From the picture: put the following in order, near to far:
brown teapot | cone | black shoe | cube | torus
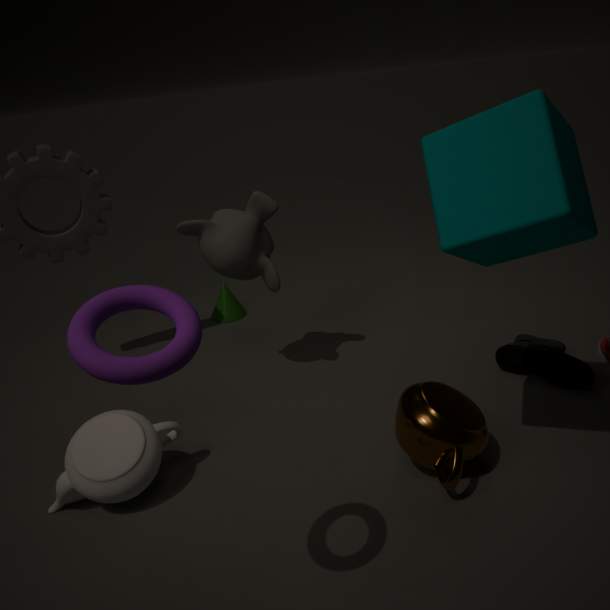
1. torus
2. cube
3. brown teapot
4. black shoe
5. cone
